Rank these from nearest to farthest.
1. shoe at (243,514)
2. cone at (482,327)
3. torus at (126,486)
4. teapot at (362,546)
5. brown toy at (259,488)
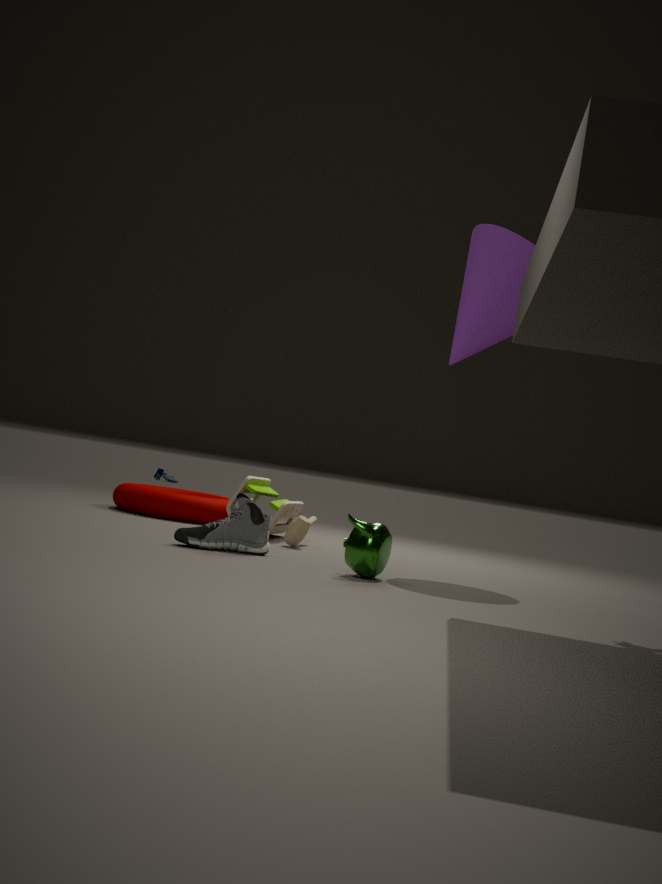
teapot at (362,546) < shoe at (243,514) < cone at (482,327) < brown toy at (259,488) < torus at (126,486)
